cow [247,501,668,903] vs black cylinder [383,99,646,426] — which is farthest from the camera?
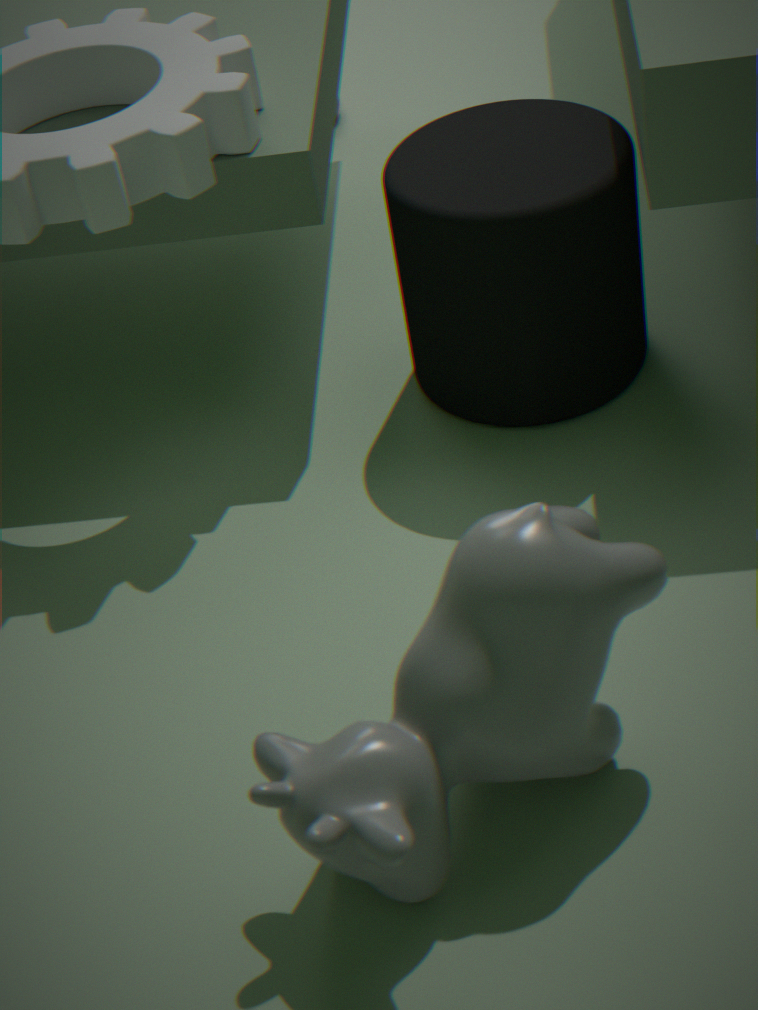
black cylinder [383,99,646,426]
